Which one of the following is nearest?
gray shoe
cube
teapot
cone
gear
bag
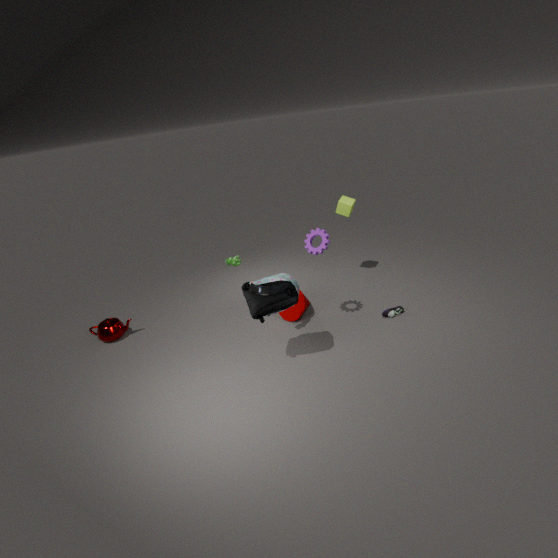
bag
